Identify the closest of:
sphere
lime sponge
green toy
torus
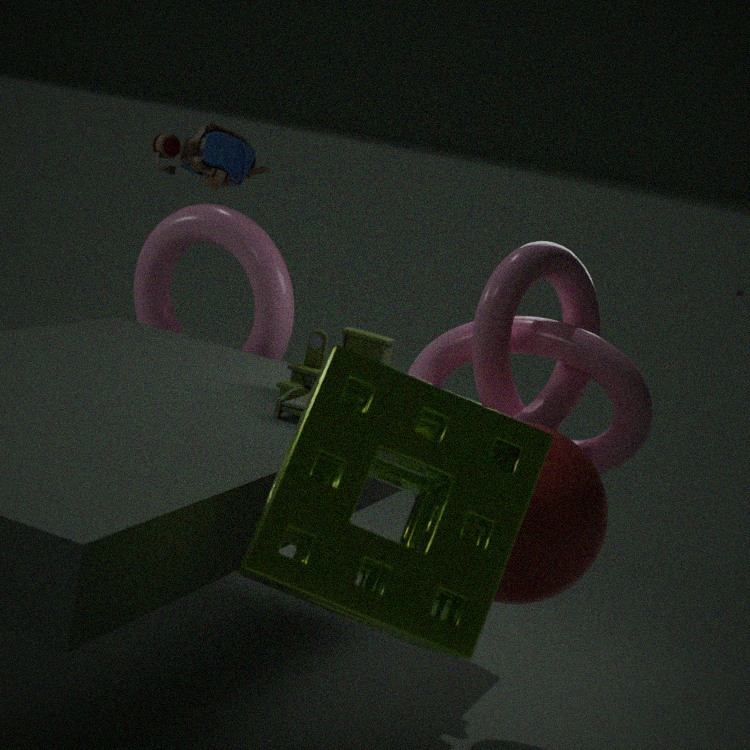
lime sponge
